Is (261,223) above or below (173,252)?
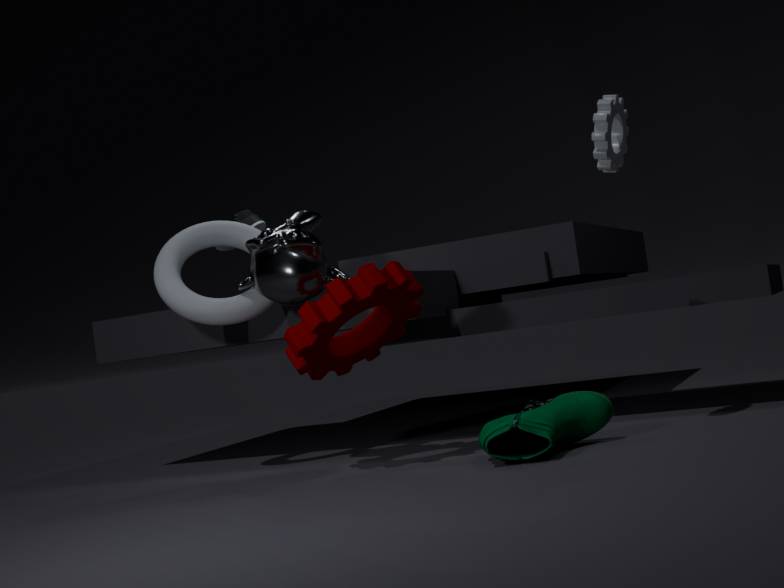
above
